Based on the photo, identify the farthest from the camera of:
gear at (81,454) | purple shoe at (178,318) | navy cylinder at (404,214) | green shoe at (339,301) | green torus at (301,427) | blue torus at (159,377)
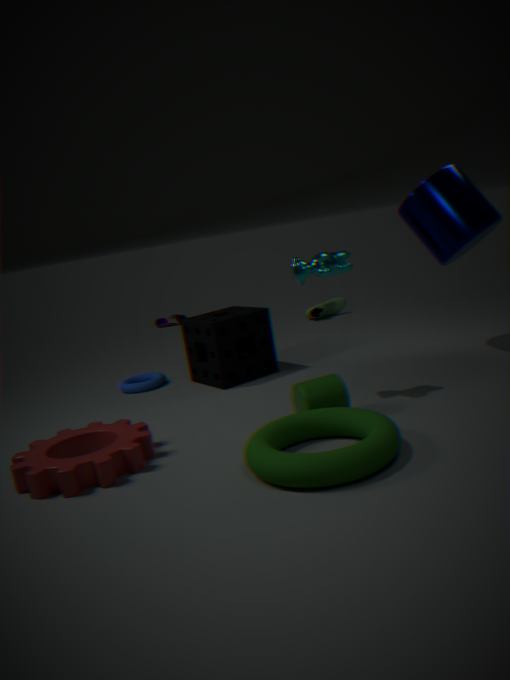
purple shoe at (178,318)
